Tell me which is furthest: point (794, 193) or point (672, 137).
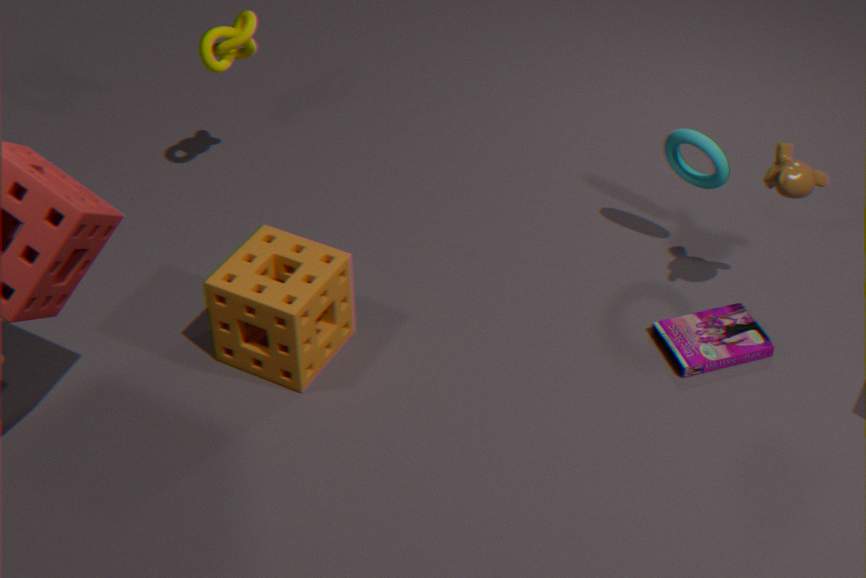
point (672, 137)
